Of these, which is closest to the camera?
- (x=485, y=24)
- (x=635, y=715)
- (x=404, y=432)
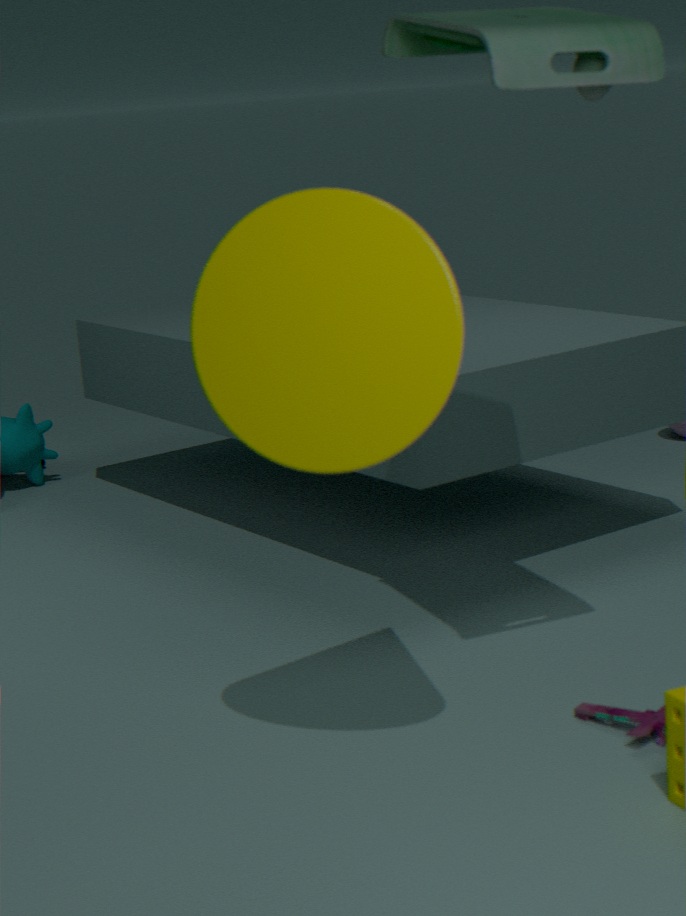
(x=404, y=432)
